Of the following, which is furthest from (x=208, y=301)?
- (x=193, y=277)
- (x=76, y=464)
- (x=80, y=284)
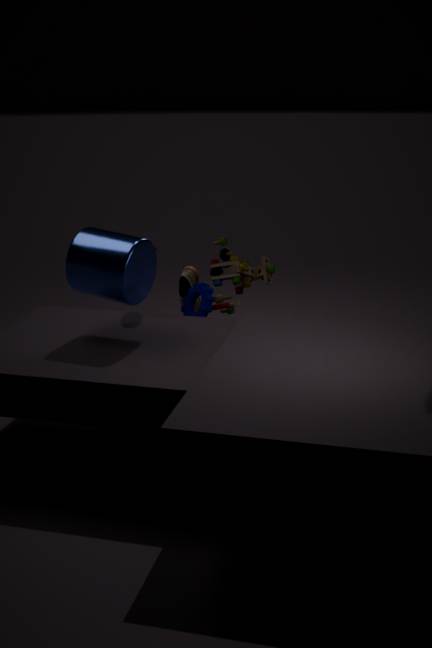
(x=76, y=464)
